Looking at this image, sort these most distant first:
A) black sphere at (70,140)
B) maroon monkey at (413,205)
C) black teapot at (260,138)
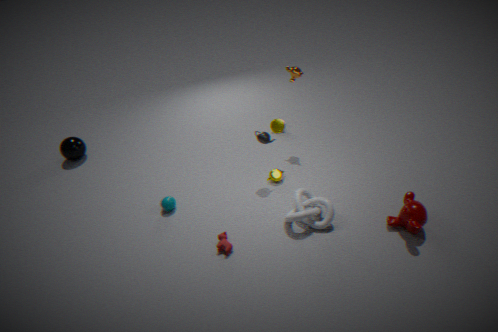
black sphere at (70,140) → black teapot at (260,138) → maroon monkey at (413,205)
